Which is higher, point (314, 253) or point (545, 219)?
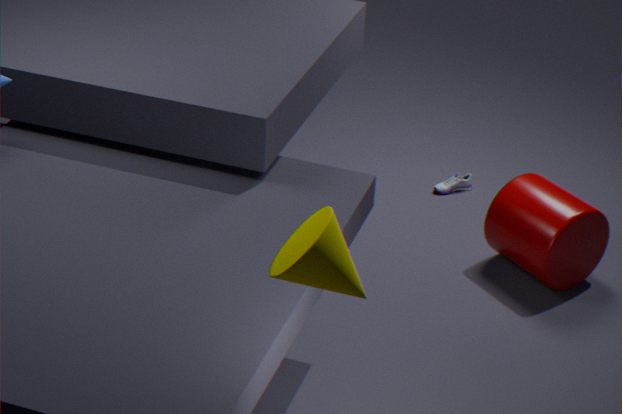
point (314, 253)
